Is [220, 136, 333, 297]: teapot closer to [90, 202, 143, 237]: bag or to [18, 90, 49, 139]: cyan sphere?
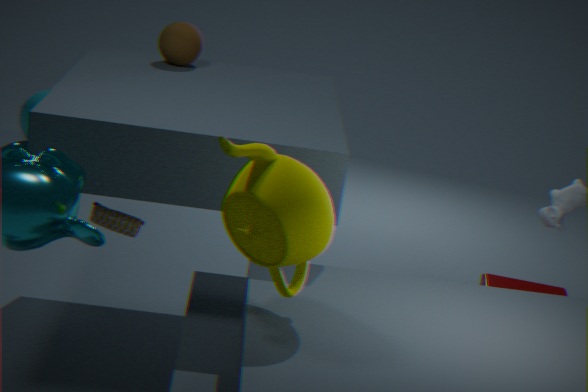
[90, 202, 143, 237]: bag
